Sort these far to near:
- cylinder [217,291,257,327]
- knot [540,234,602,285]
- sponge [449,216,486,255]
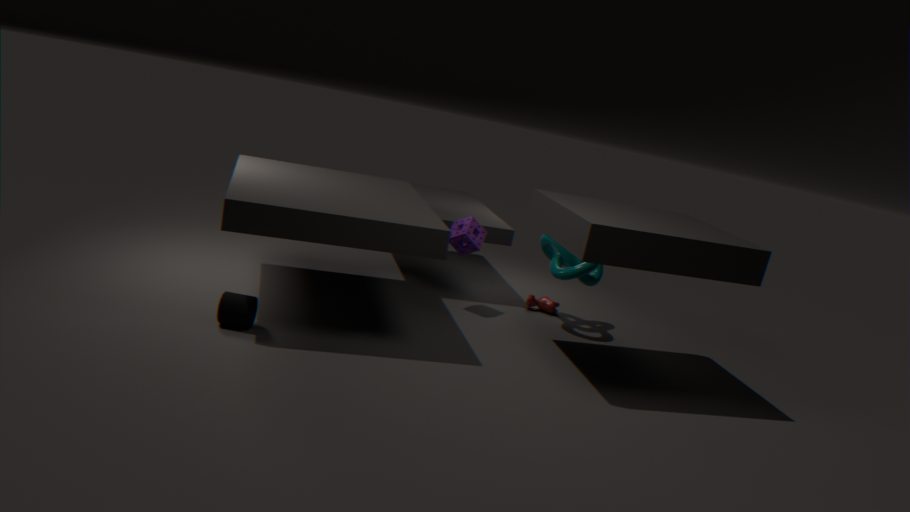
sponge [449,216,486,255] → knot [540,234,602,285] → cylinder [217,291,257,327]
